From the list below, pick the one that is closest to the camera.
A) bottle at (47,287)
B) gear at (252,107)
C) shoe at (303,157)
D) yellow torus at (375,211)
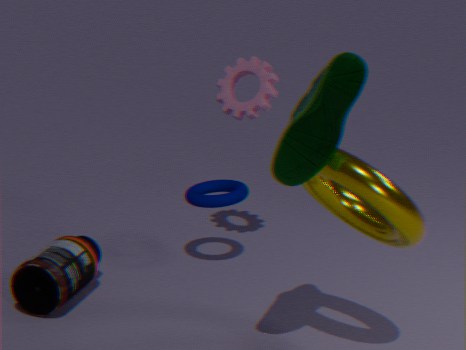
shoe at (303,157)
